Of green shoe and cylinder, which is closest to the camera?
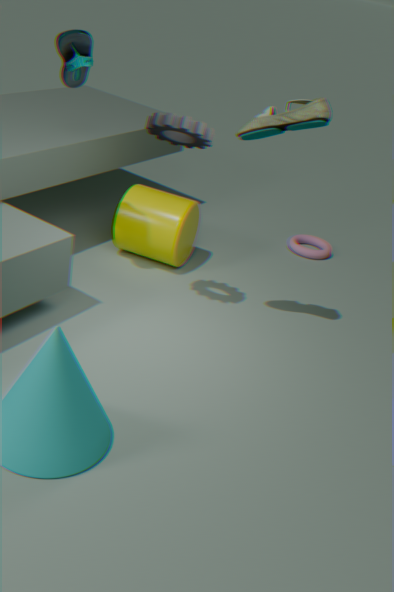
green shoe
